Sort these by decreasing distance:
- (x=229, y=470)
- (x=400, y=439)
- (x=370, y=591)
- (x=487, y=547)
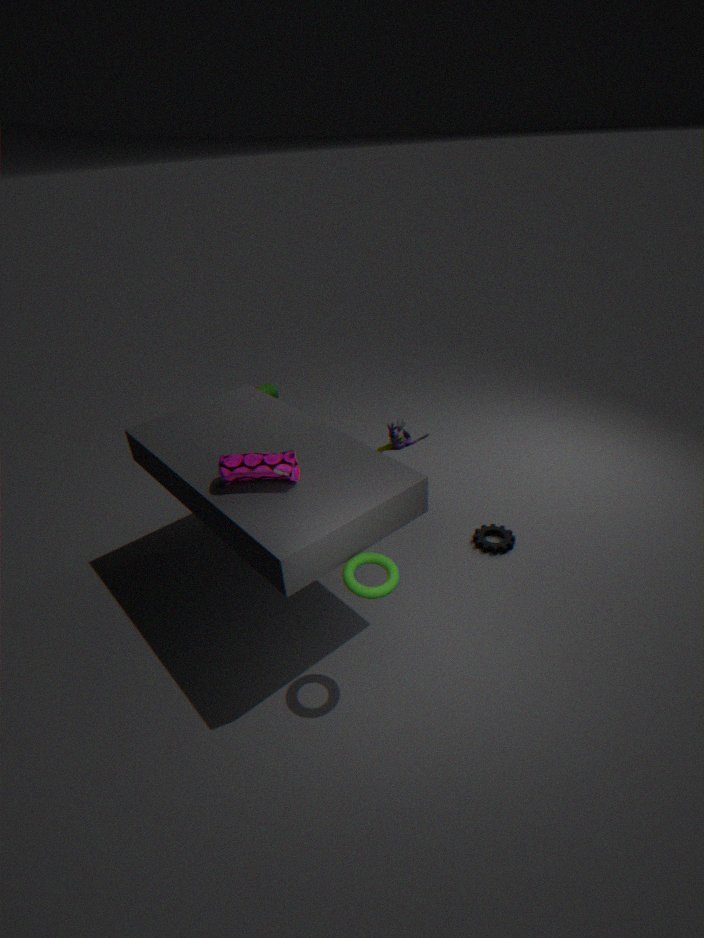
1. (x=487, y=547)
2. (x=400, y=439)
3. (x=229, y=470)
4. (x=370, y=591)
